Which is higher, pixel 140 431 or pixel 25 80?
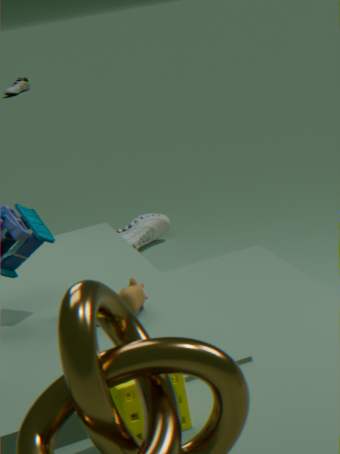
pixel 140 431
